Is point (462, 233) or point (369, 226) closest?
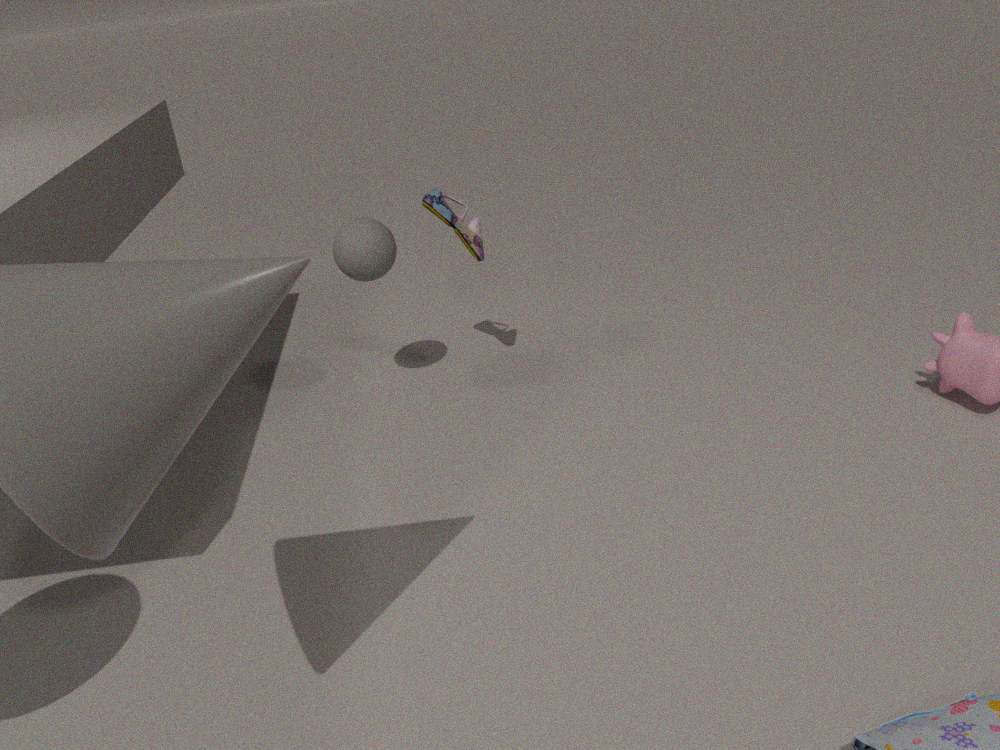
point (369, 226)
